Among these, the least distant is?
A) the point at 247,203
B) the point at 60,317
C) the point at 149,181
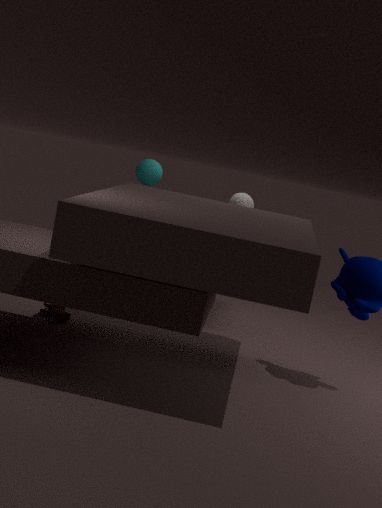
the point at 60,317
